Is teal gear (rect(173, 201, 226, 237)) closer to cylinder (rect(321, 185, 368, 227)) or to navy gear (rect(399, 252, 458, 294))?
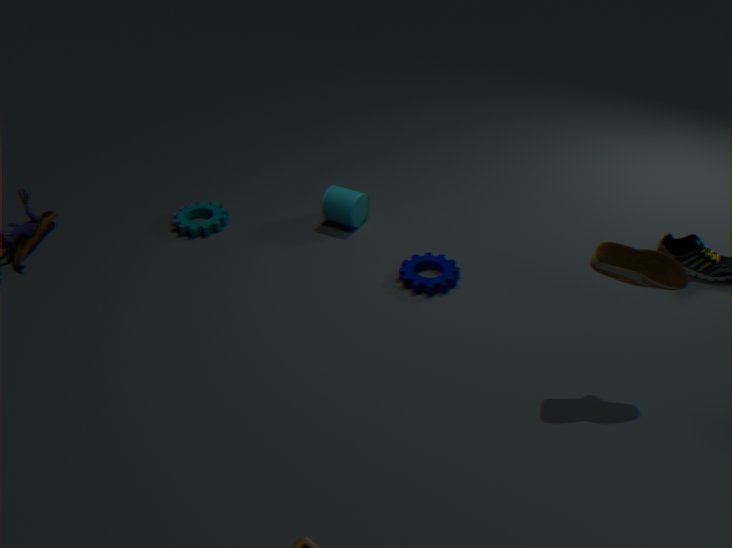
cylinder (rect(321, 185, 368, 227))
